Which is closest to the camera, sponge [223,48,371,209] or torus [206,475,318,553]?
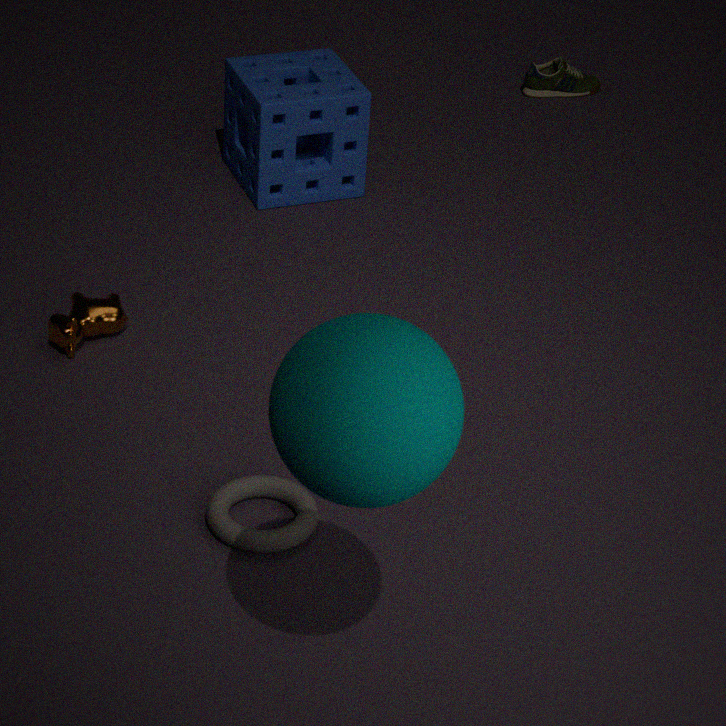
torus [206,475,318,553]
